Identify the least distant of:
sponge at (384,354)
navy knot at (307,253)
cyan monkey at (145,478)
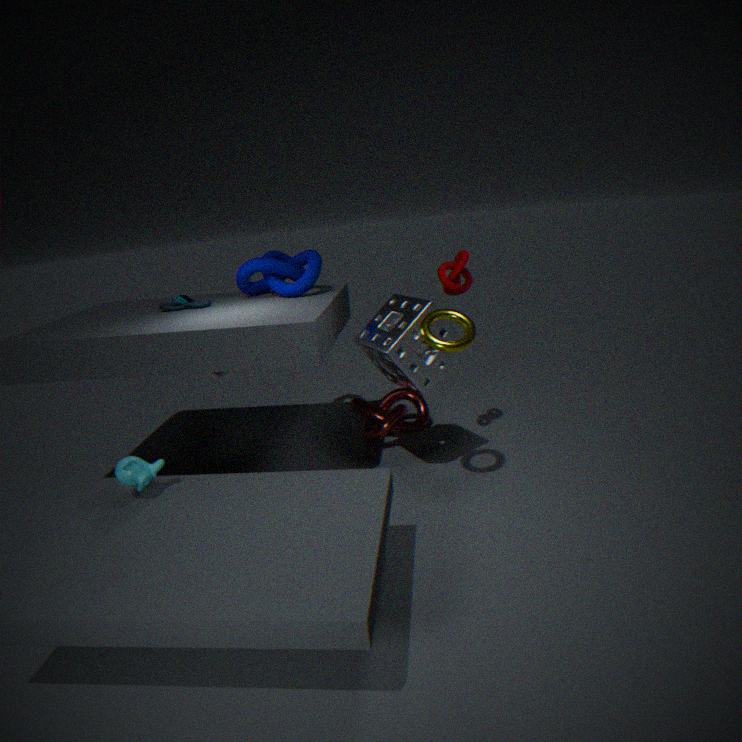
cyan monkey at (145,478)
